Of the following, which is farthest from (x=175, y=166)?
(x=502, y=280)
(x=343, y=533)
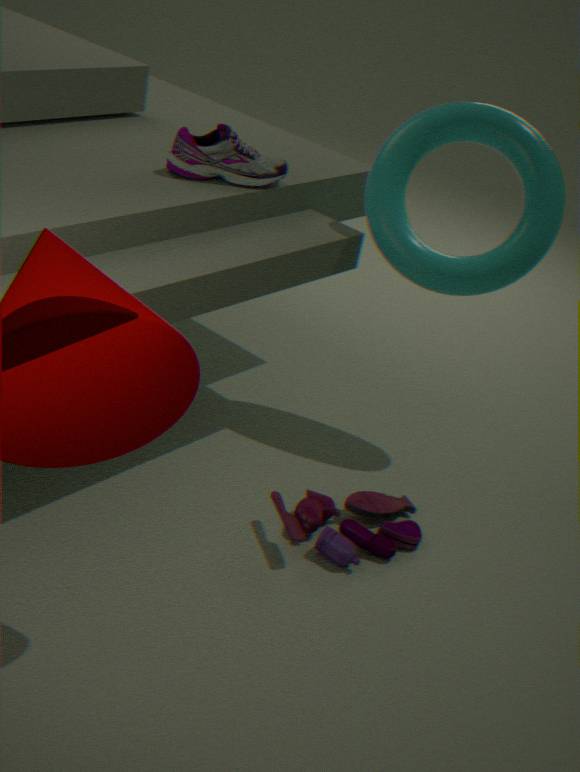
(x=343, y=533)
